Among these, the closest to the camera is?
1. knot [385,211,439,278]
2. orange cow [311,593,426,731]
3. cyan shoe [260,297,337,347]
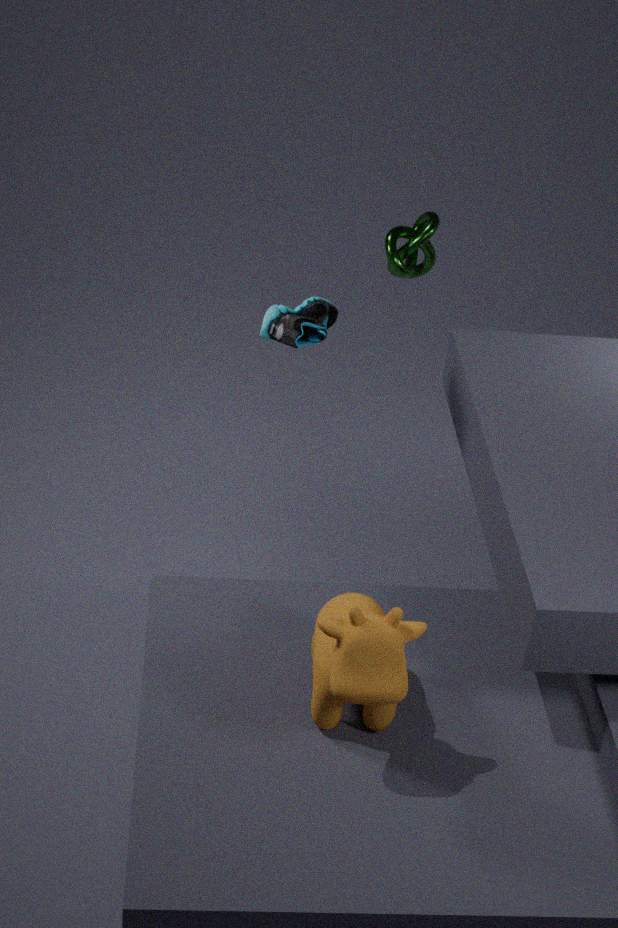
orange cow [311,593,426,731]
